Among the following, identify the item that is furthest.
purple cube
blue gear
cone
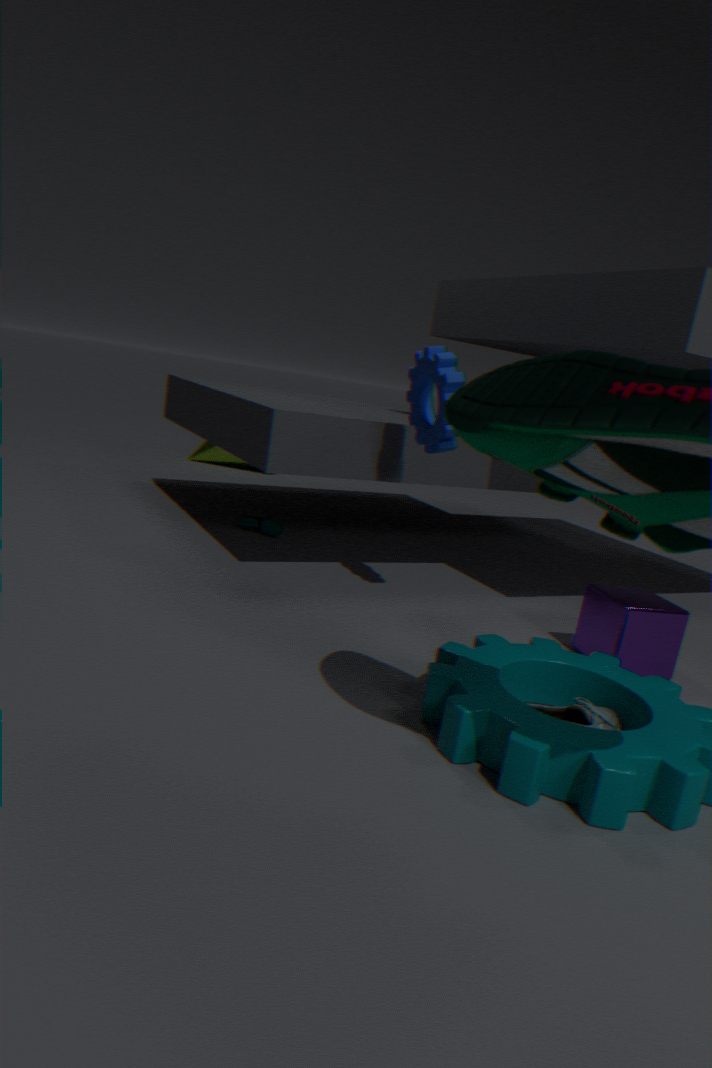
cone
